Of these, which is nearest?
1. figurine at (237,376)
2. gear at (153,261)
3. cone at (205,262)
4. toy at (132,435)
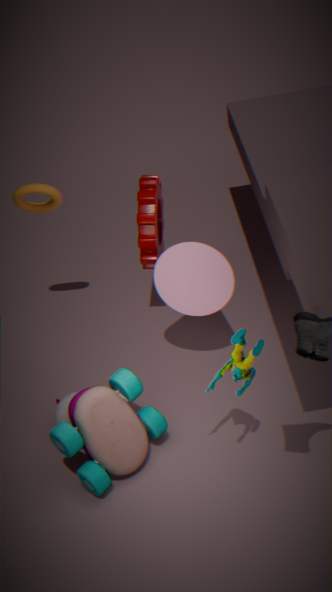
figurine at (237,376)
